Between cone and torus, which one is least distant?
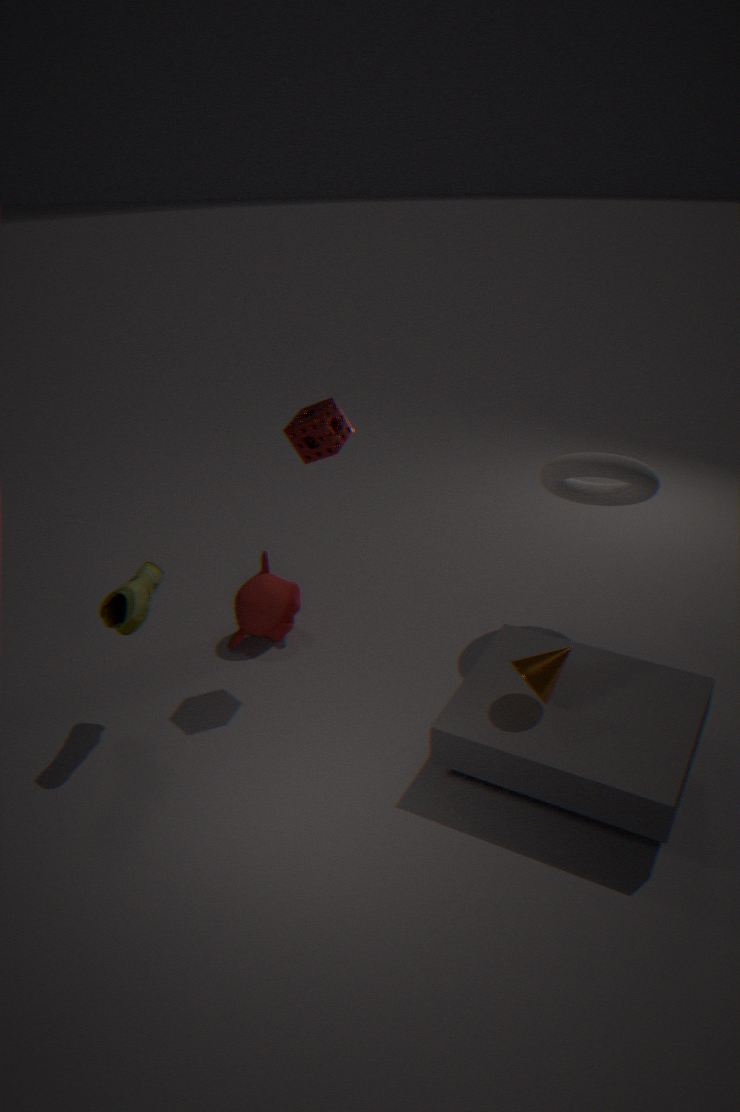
cone
